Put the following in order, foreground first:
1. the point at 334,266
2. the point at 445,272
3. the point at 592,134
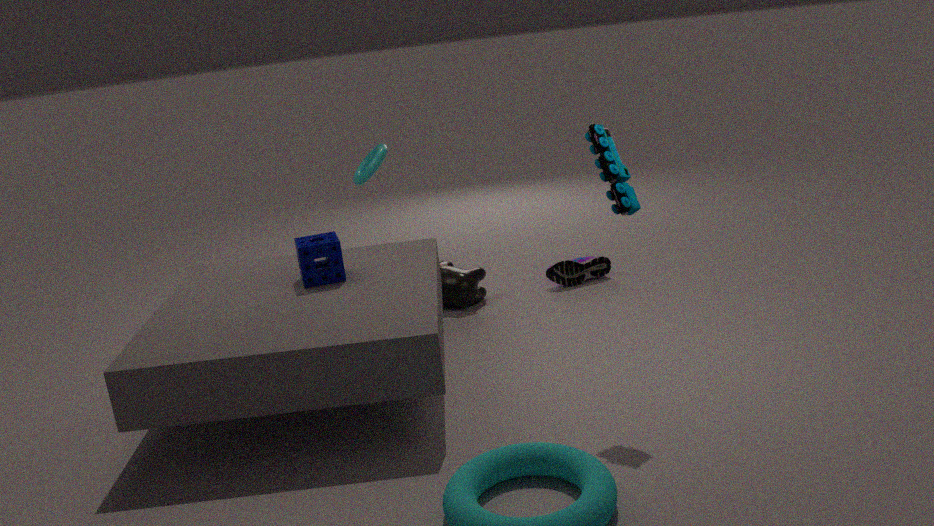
the point at 592,134, the point at 334,266, the point at 445,272
